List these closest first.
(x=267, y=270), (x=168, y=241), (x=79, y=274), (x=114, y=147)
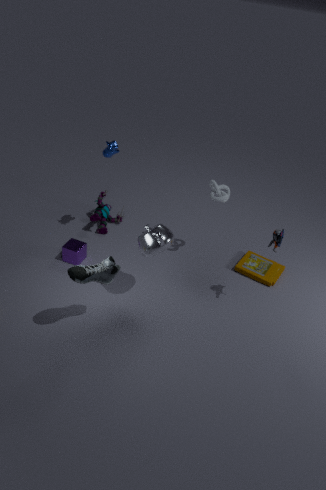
1. (x=79, y=274)
2. (x=168, y=241)
3. (x=114, y=147)
4. (x=267, y=270)
